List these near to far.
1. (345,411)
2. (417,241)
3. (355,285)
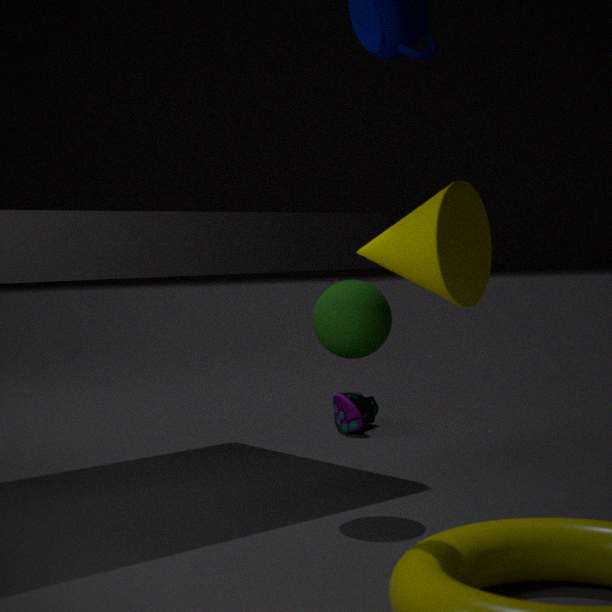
(417,241) < (355,285) < (345,411)
